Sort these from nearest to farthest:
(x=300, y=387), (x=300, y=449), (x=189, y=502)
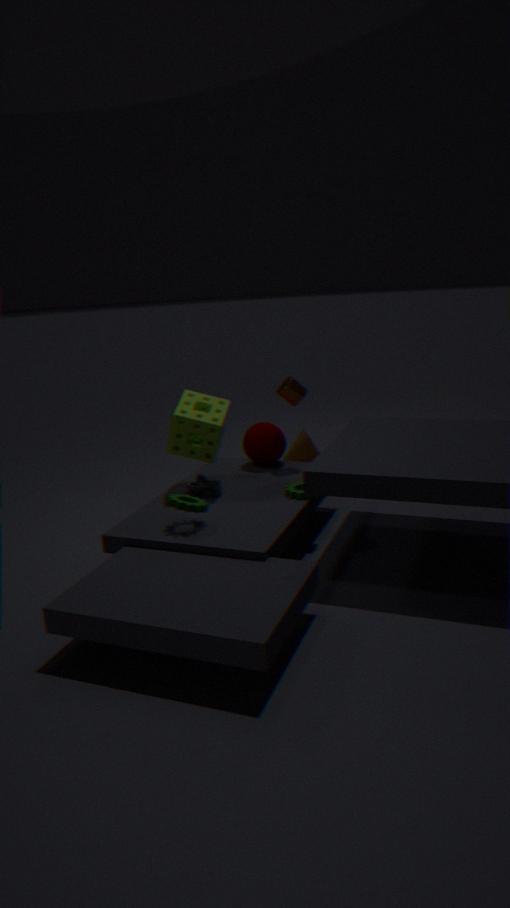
(x=189, y=502) → (x=300, y=387) → (x=300, y=449)
